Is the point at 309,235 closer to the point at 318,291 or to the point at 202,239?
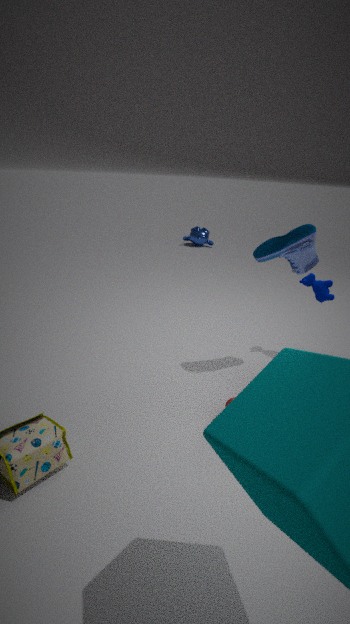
the point at 318,291
